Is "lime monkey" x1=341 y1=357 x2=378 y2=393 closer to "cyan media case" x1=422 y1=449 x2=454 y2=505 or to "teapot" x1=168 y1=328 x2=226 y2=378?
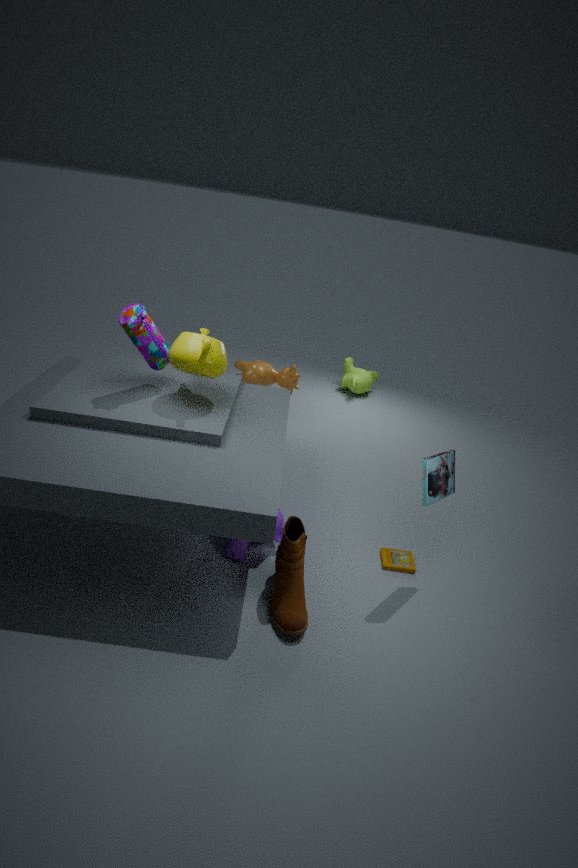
"teapot" x1=168 y1=328 x2=226 y2=378
